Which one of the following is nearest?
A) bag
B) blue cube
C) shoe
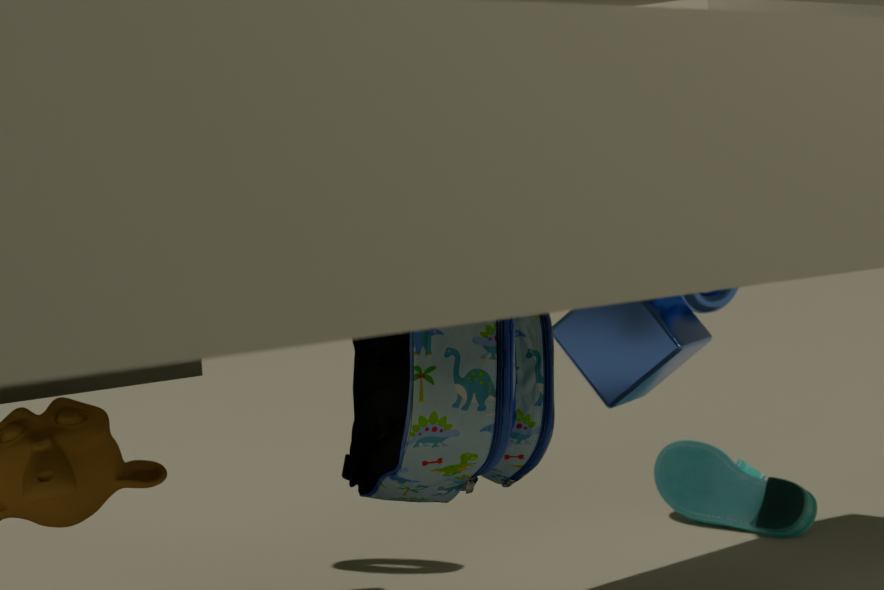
bag
